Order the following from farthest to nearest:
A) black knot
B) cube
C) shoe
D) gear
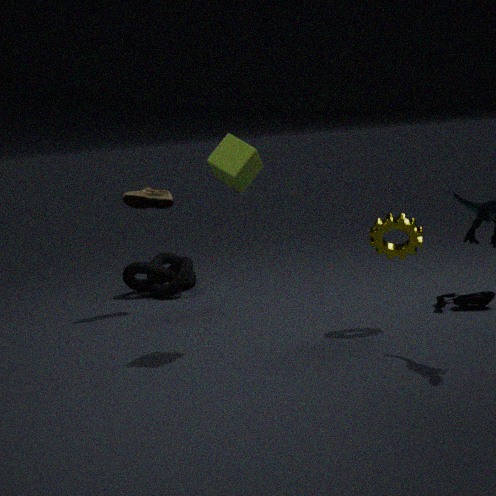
black knot, shoe, gear, cube
